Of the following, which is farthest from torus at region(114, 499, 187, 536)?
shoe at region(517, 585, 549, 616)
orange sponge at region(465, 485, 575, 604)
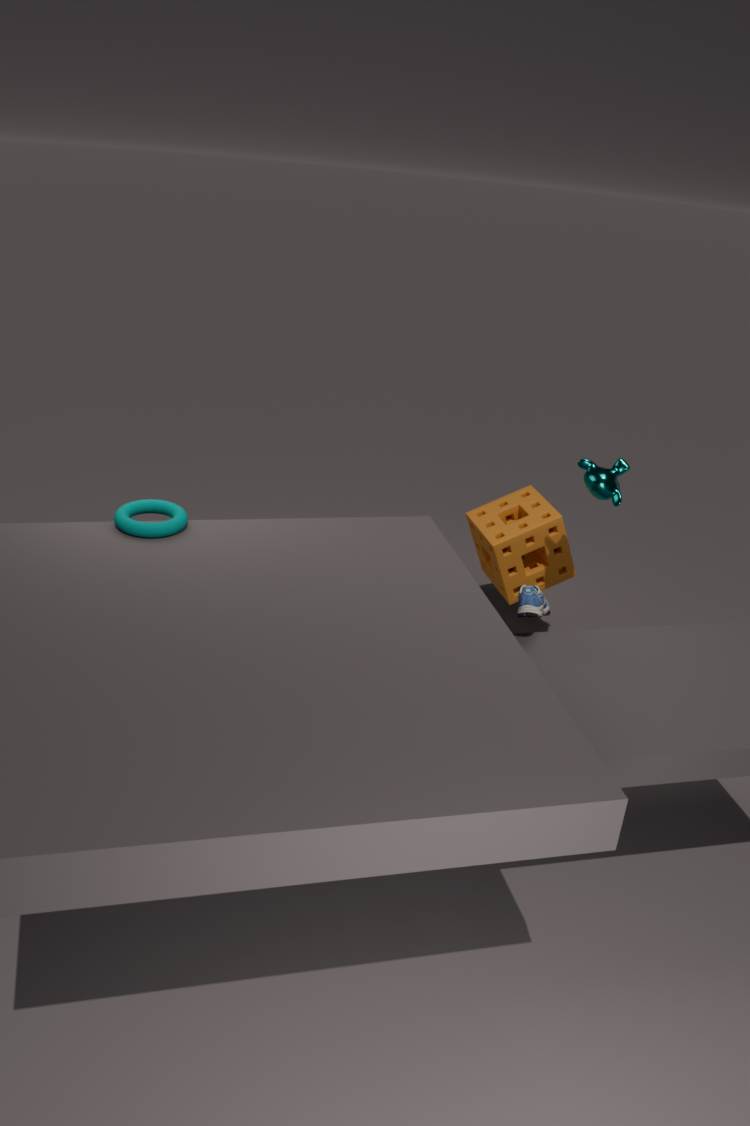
orange sponge at region(465, 485, 575, 604)
